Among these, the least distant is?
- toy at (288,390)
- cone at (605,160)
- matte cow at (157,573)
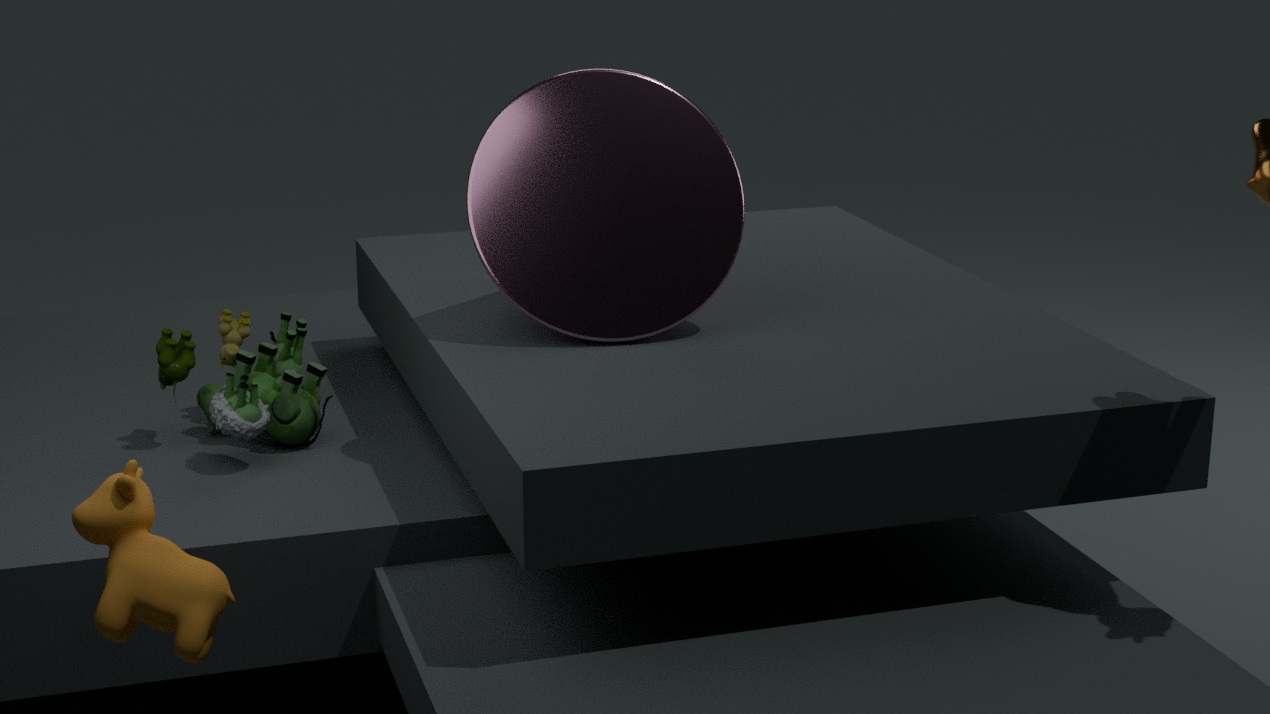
matte cow at (157,573)
